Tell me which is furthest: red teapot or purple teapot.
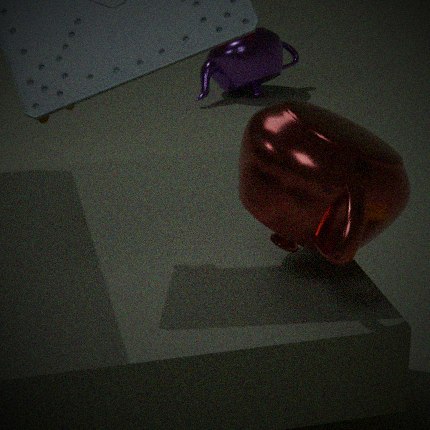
purple teapot
